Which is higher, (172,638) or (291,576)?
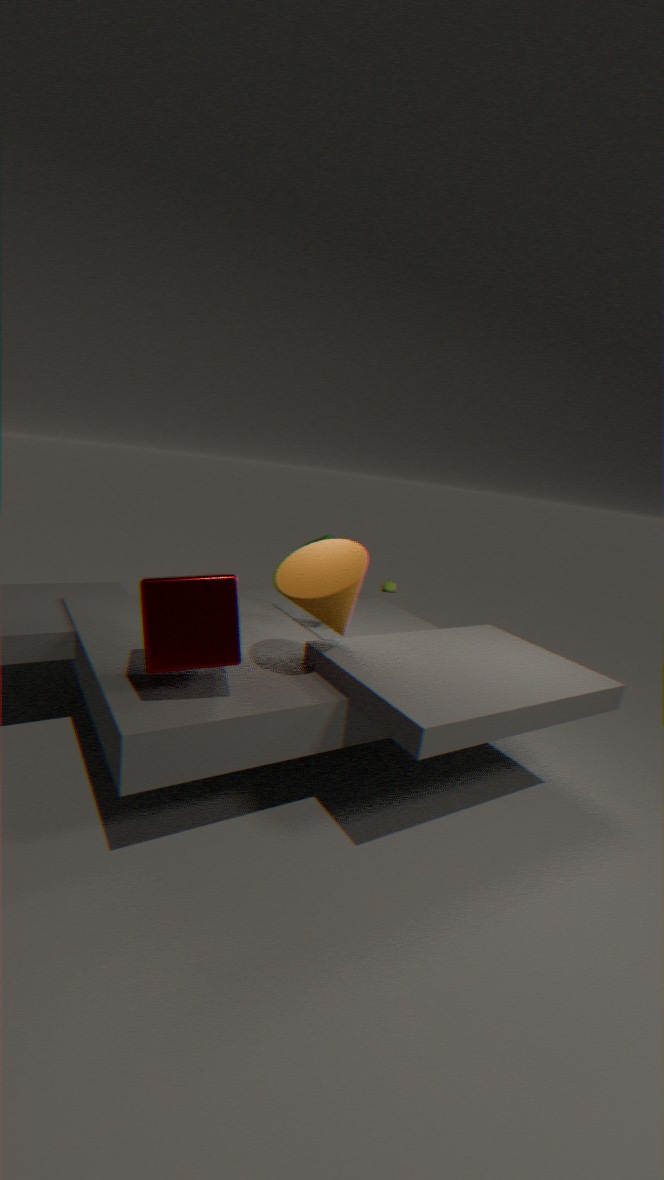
(291,576)
